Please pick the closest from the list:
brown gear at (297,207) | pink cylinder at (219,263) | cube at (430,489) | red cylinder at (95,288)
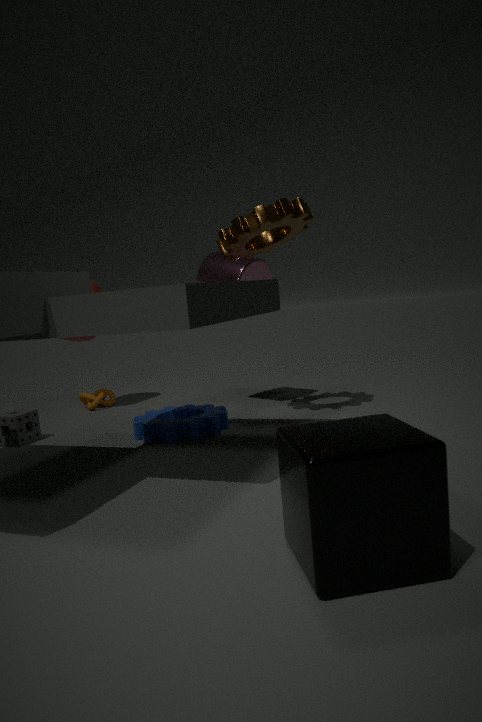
cube at (430,489)
